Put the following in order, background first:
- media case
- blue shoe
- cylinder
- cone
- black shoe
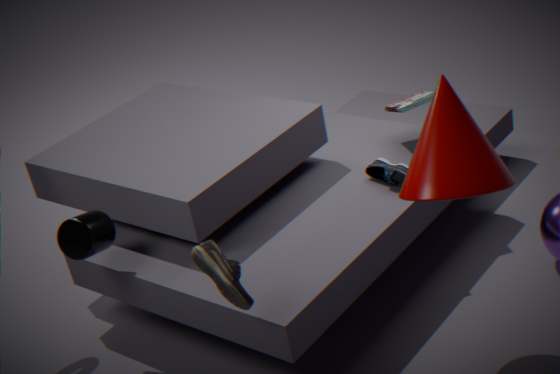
media case → blue shoe → cylinder → black shoe → cone
